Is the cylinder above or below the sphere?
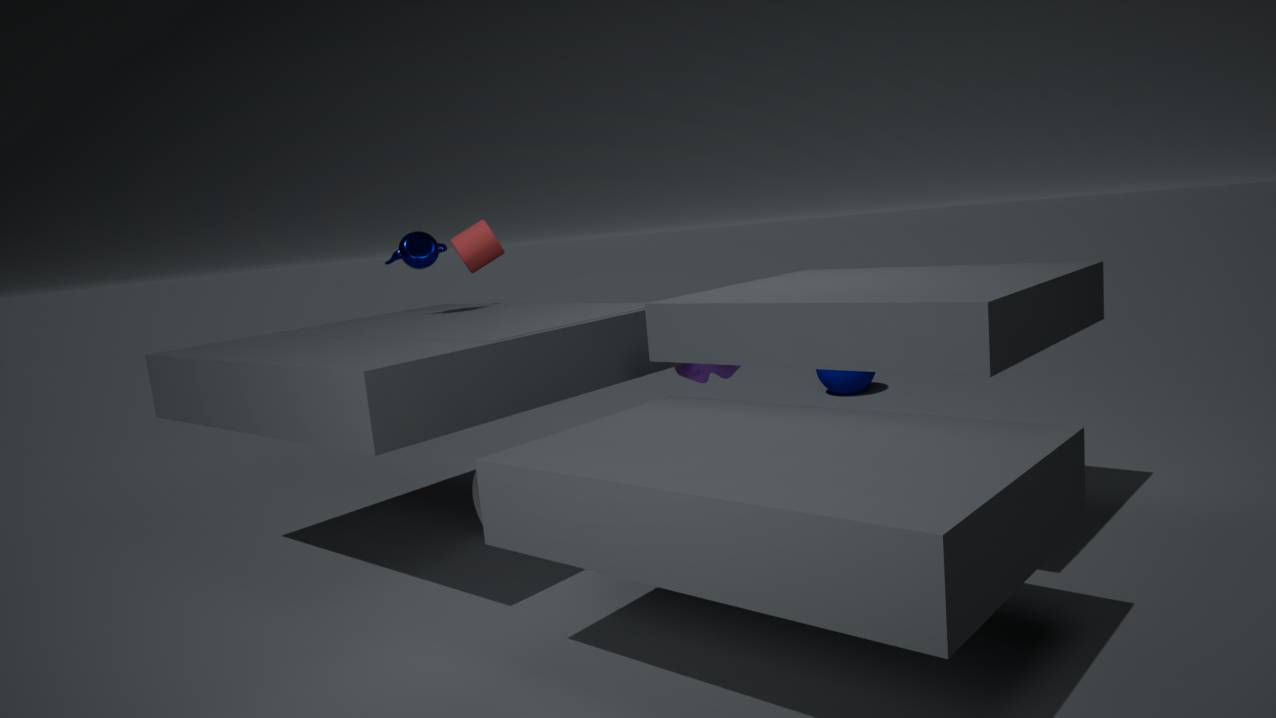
above
